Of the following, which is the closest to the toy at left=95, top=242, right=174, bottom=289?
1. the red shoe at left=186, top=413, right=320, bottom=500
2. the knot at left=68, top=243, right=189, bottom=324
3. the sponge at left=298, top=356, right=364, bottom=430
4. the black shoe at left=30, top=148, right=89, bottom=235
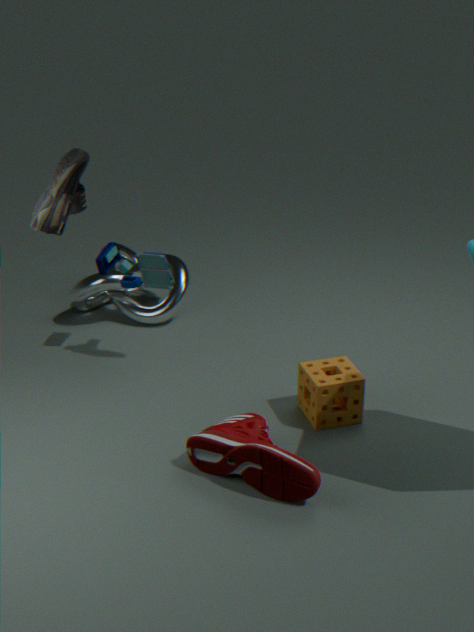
the knot at left=68, top=243, right=189, bottom=324
